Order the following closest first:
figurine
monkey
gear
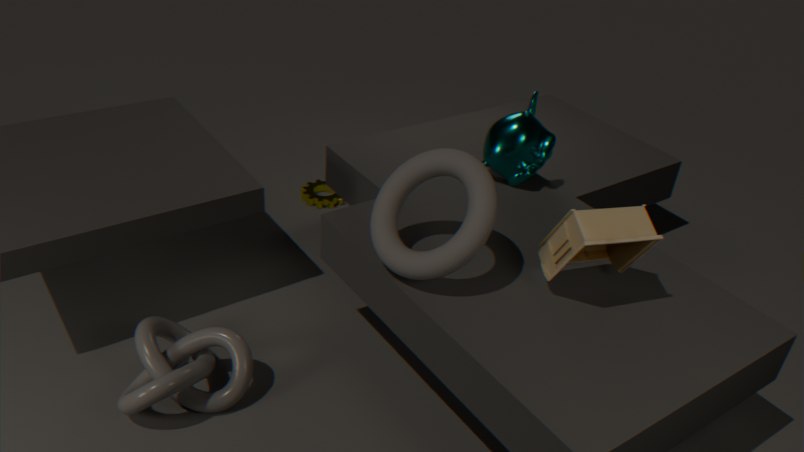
figurine < monkey < gear
